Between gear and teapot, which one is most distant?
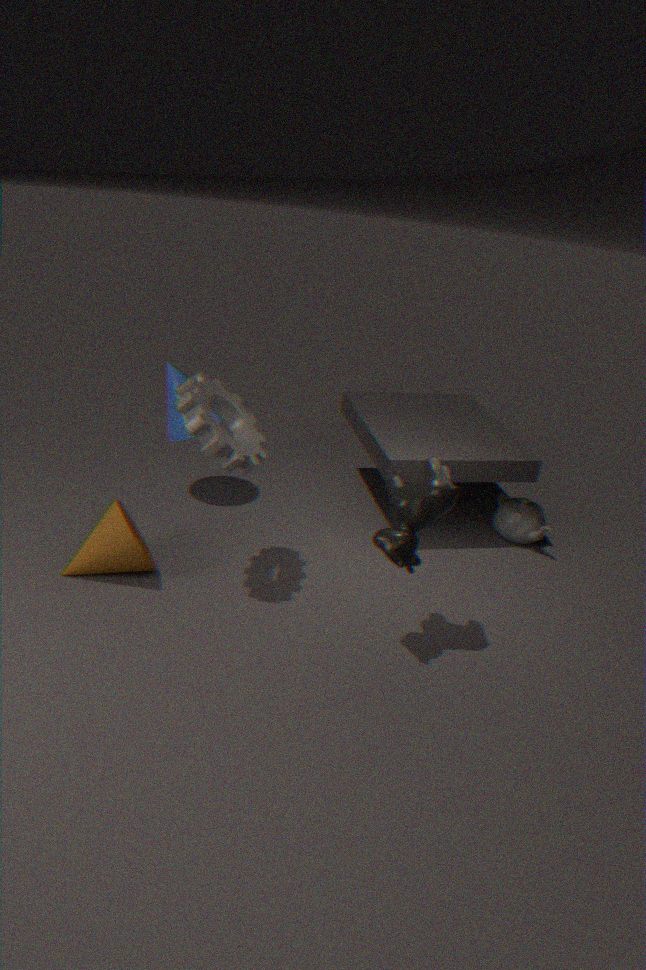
teapot
